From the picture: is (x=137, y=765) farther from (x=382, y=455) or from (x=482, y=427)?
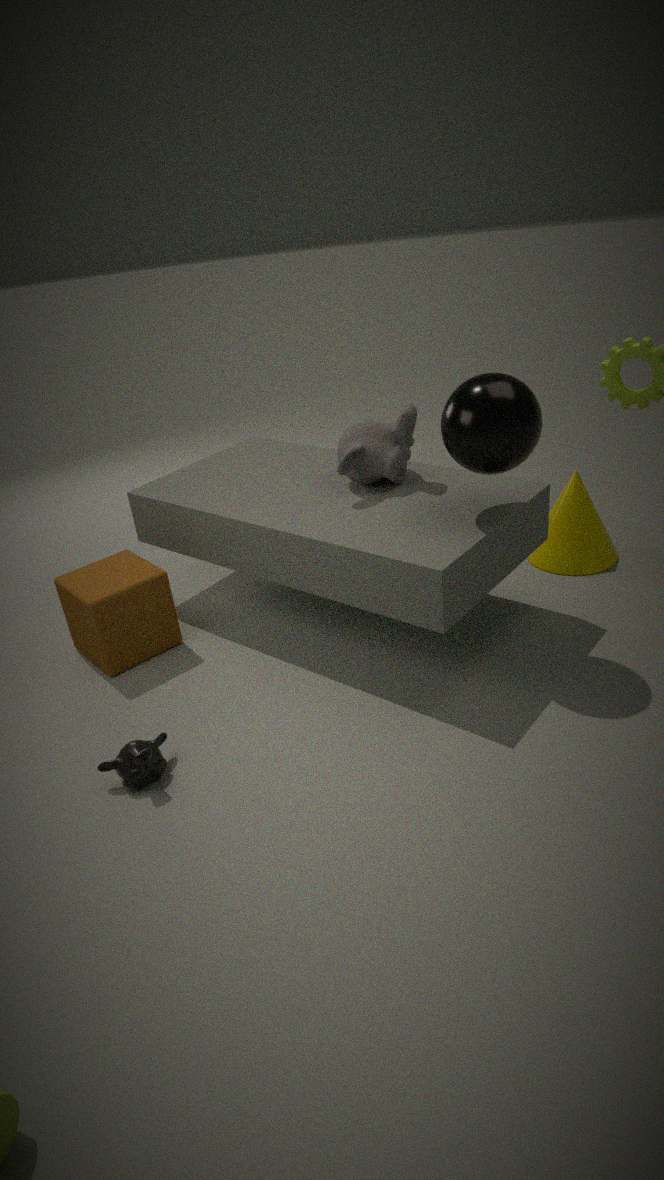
(x=482, y=427)
